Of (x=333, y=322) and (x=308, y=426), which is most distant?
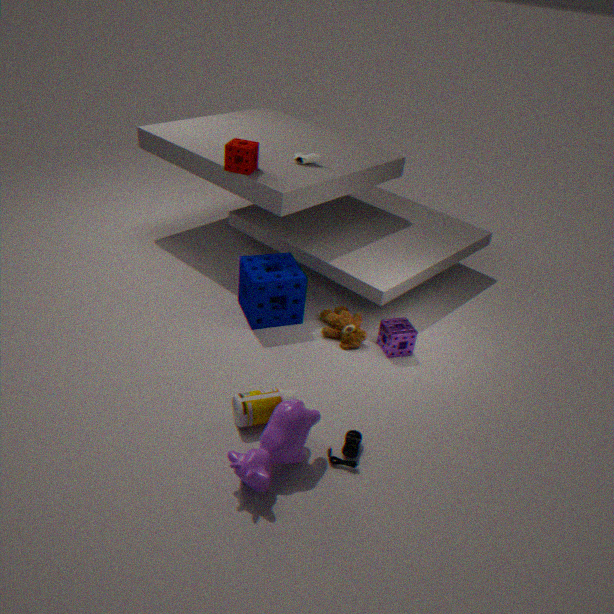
(x=333, y=322)
